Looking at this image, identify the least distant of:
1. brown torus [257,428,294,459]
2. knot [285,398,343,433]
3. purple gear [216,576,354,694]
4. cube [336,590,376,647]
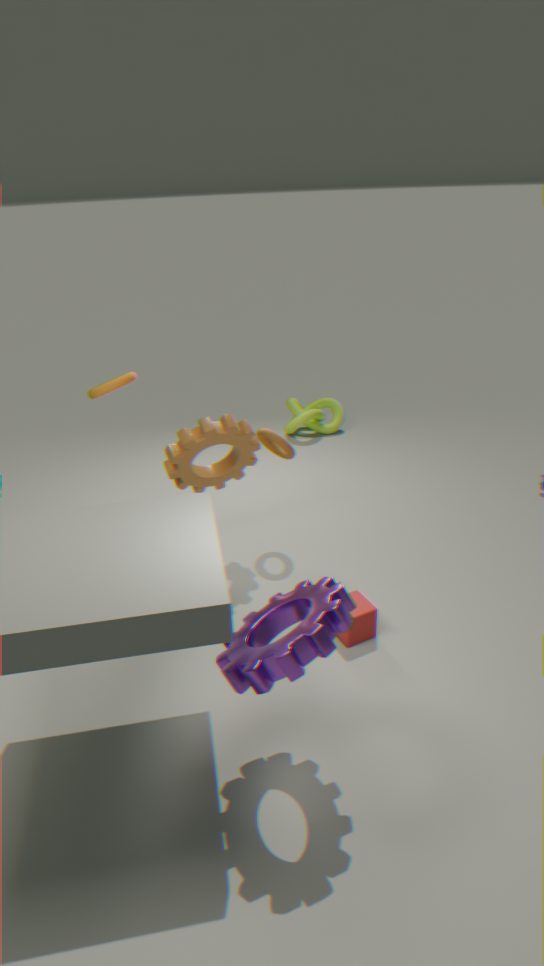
purple gear [216,576,354,694]
